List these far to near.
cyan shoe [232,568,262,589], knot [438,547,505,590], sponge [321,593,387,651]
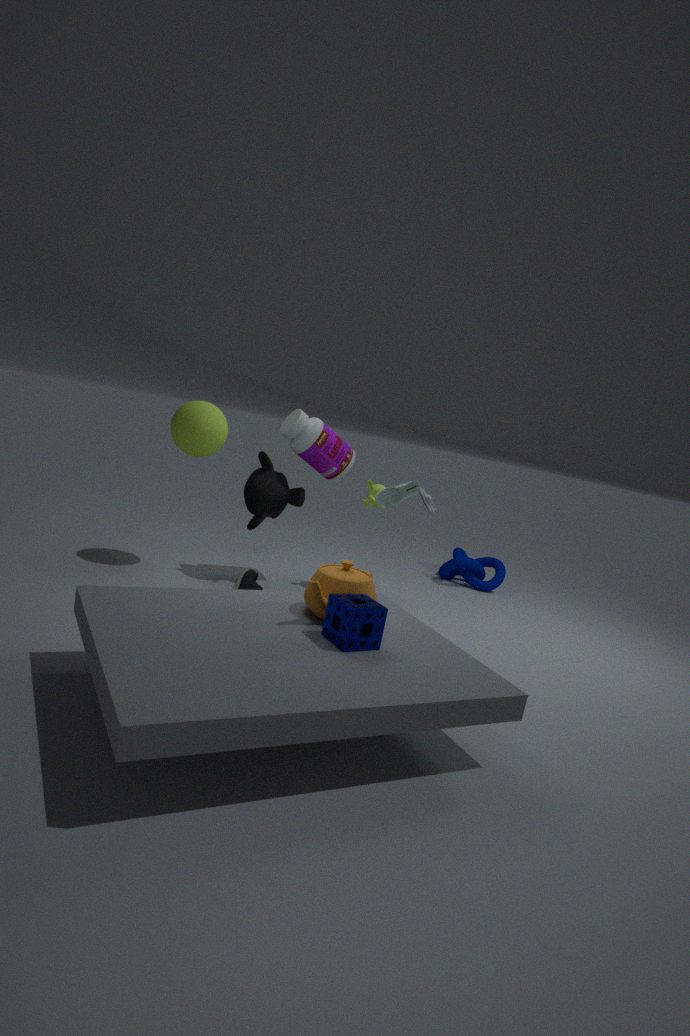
knot [438,547,505,590] → cyan shoe [232,568,262,589] → sponge [321,593,387,651]
